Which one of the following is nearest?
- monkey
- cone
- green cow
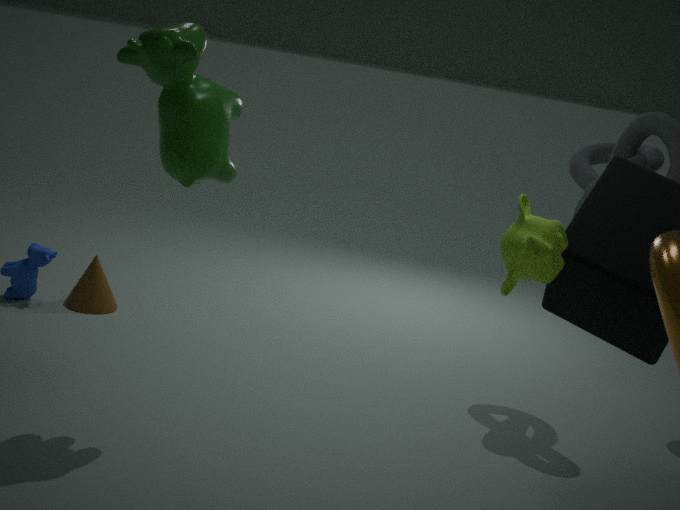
monkey
